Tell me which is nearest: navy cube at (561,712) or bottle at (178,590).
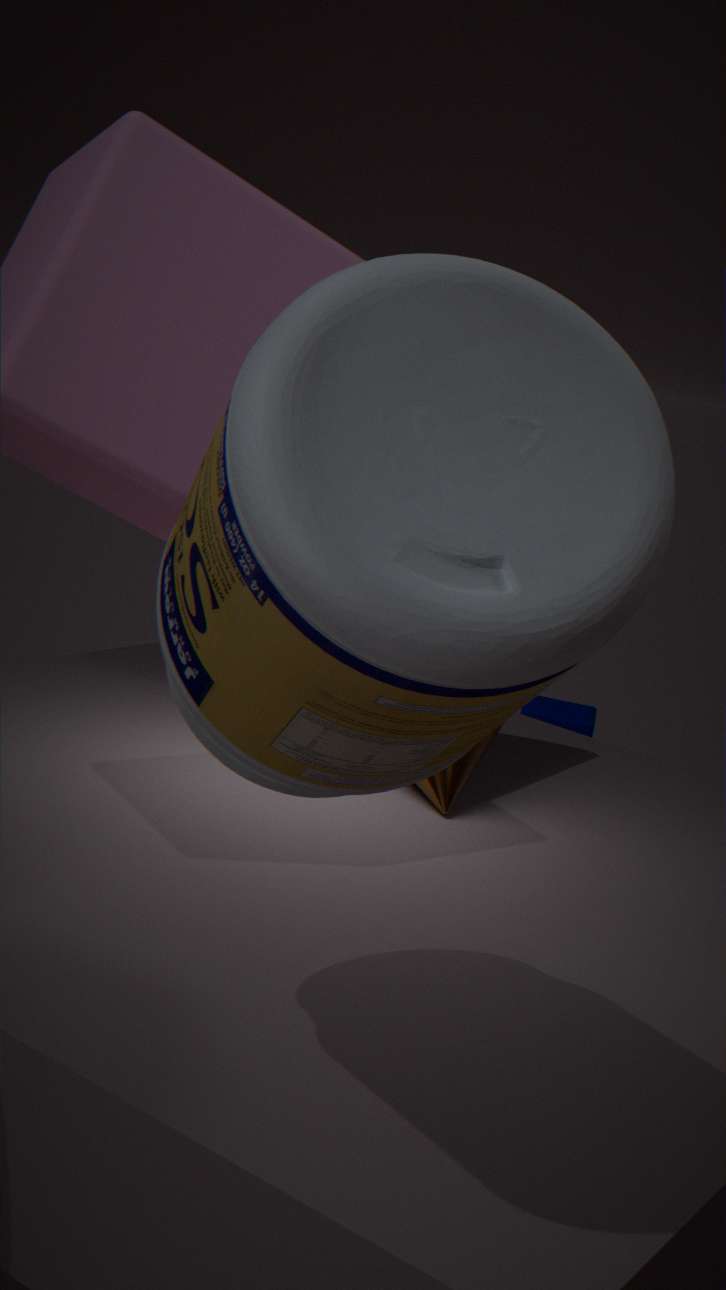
bottle at (178,590)
